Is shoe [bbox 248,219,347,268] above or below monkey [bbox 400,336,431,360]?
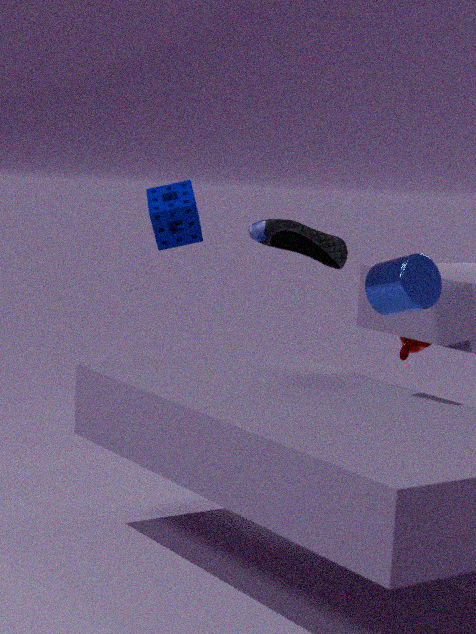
above
